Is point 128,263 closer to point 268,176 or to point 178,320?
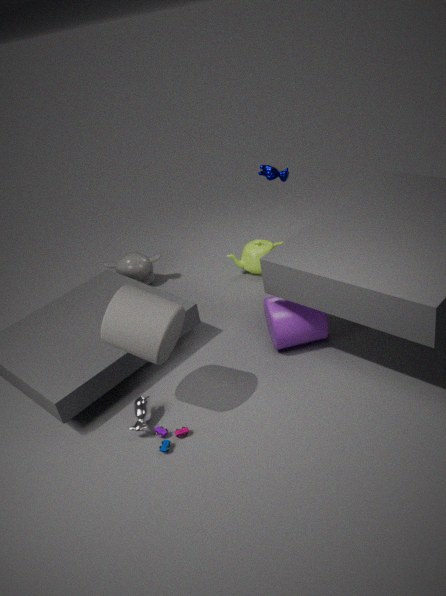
point 268,176
